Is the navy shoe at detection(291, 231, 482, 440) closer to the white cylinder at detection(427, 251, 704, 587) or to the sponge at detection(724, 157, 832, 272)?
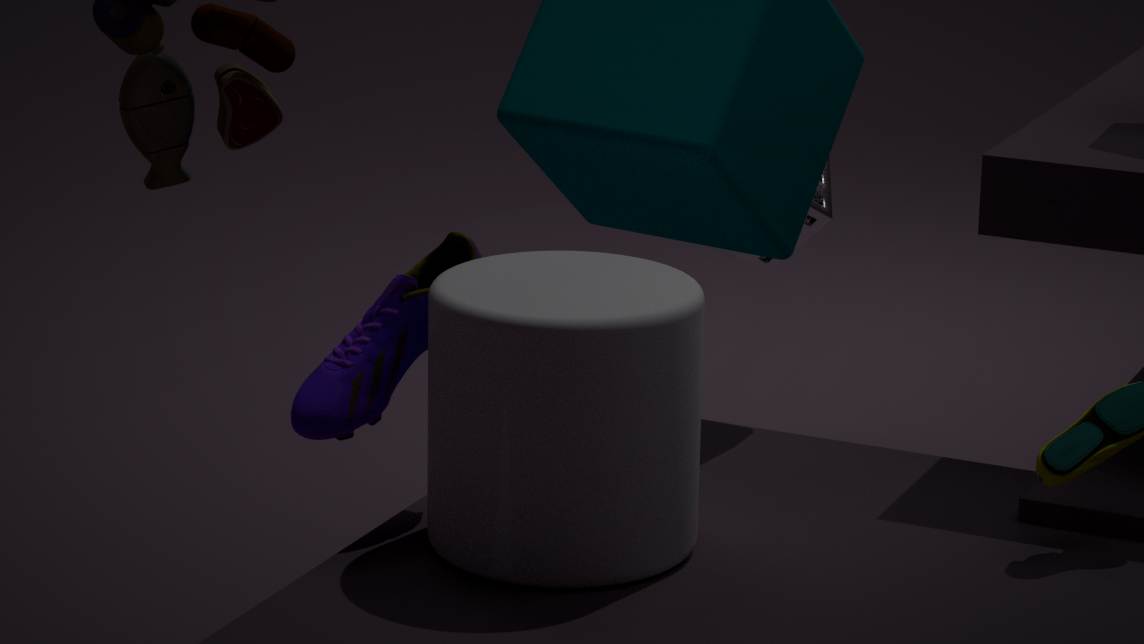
the white cylinder at detection(427, 251, 704, 587)
